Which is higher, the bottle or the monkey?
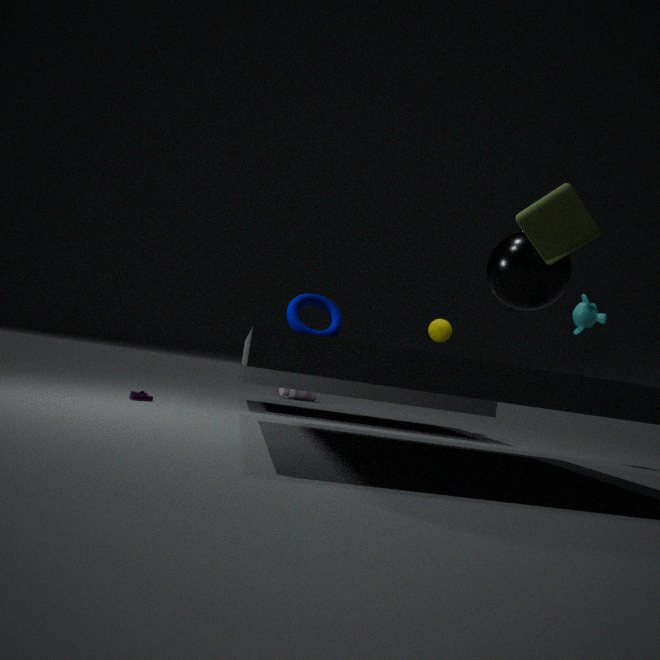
the monkey
